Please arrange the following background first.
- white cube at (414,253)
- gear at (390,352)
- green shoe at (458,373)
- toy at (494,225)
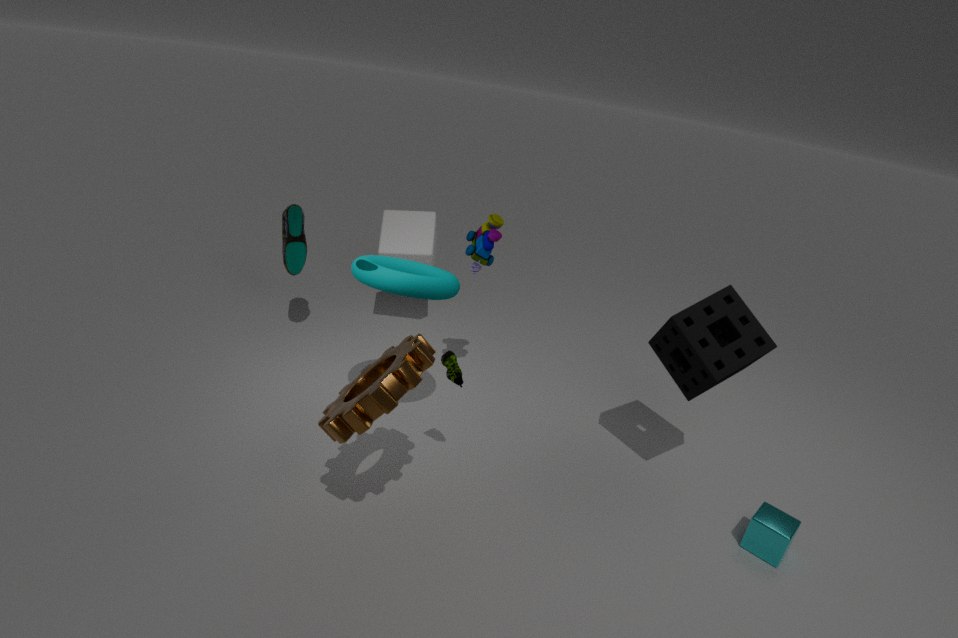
1. white cube at (414,253)
2. toy at (494,225)
3. green shoe at (458,373)
4. gear at (390,352)
